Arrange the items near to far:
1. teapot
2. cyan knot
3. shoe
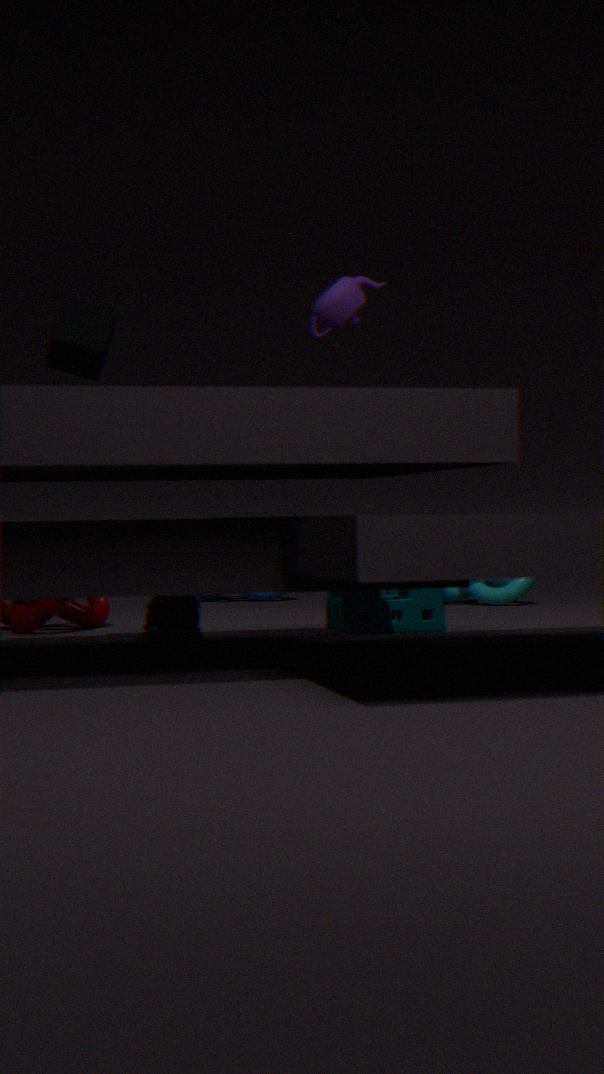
teapot, shoe, cyan knot
